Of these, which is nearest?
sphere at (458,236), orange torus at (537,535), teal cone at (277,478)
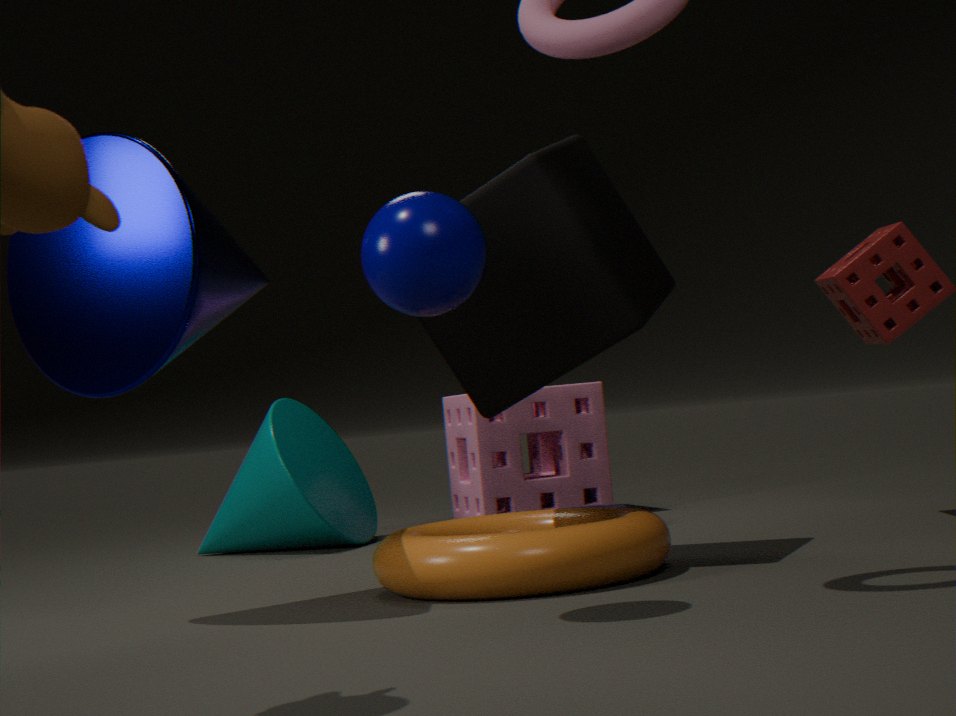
sphere at (458,236)
